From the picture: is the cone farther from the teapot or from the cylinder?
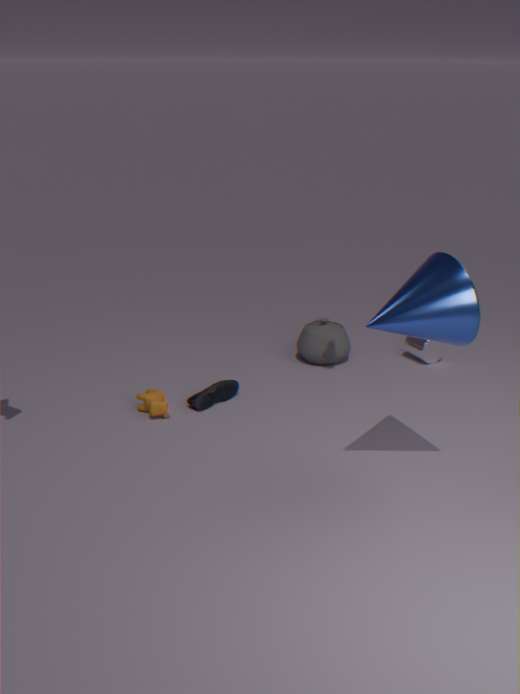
the cylinder
